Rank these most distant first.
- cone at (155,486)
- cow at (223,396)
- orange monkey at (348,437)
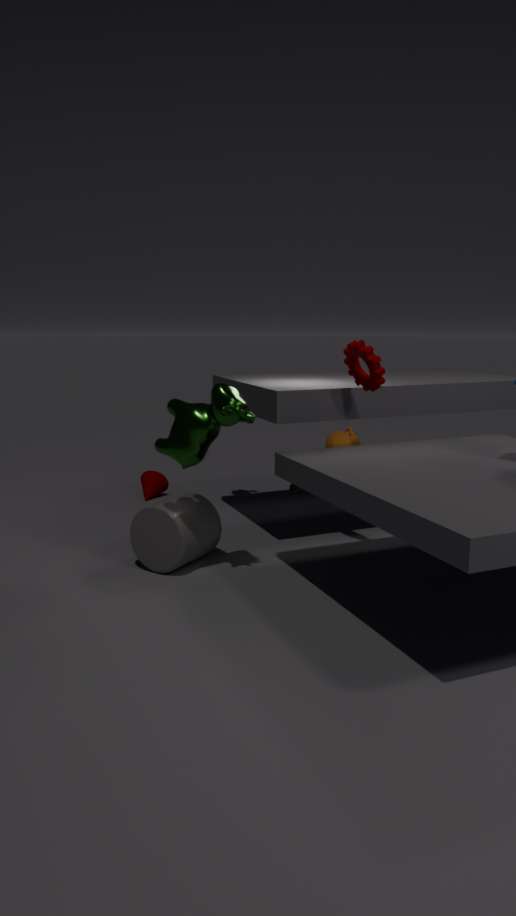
1. orange monkey at (348,437)
2. cone at (155,486)
3. cow at (223,396)
